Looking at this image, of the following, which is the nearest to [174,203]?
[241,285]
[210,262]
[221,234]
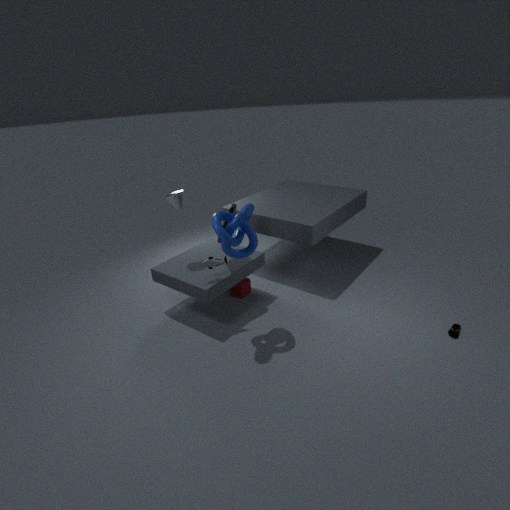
[210,262]
